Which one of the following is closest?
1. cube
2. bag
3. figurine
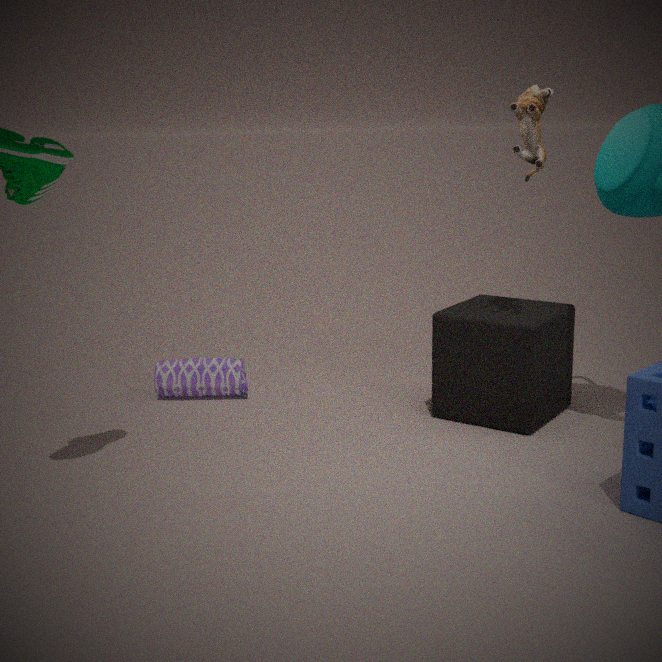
figurine
